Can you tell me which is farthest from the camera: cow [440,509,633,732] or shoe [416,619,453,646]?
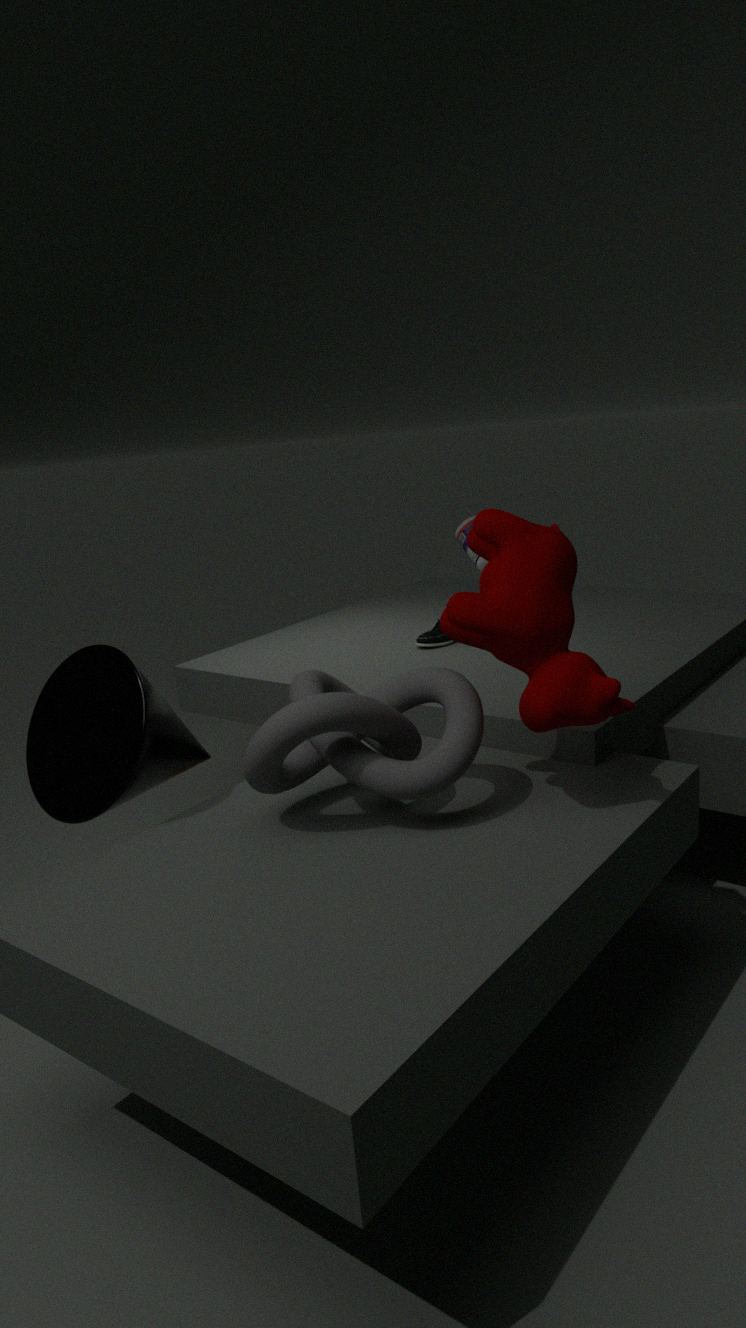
shoe [416,619,453,646]
